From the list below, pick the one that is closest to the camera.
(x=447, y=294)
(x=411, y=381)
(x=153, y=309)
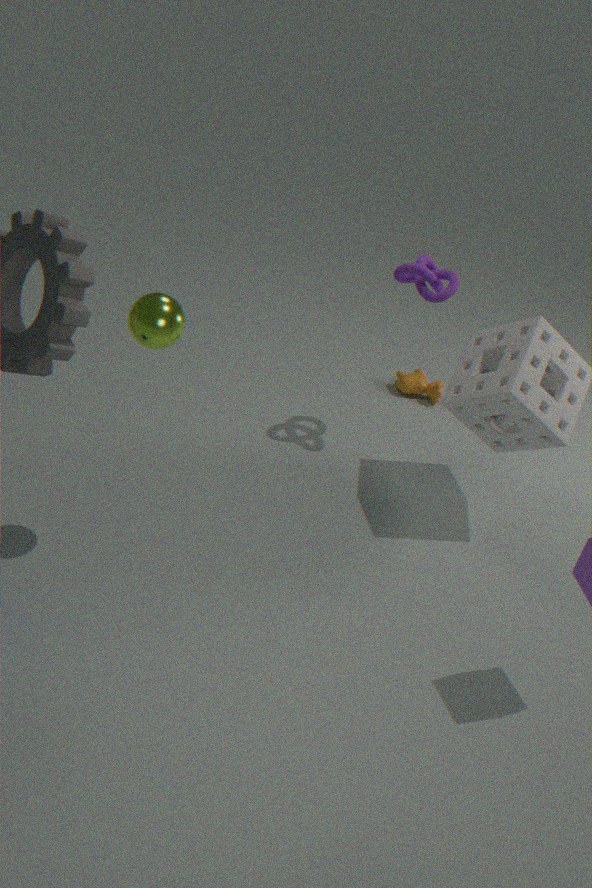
(x=153, y=309)
